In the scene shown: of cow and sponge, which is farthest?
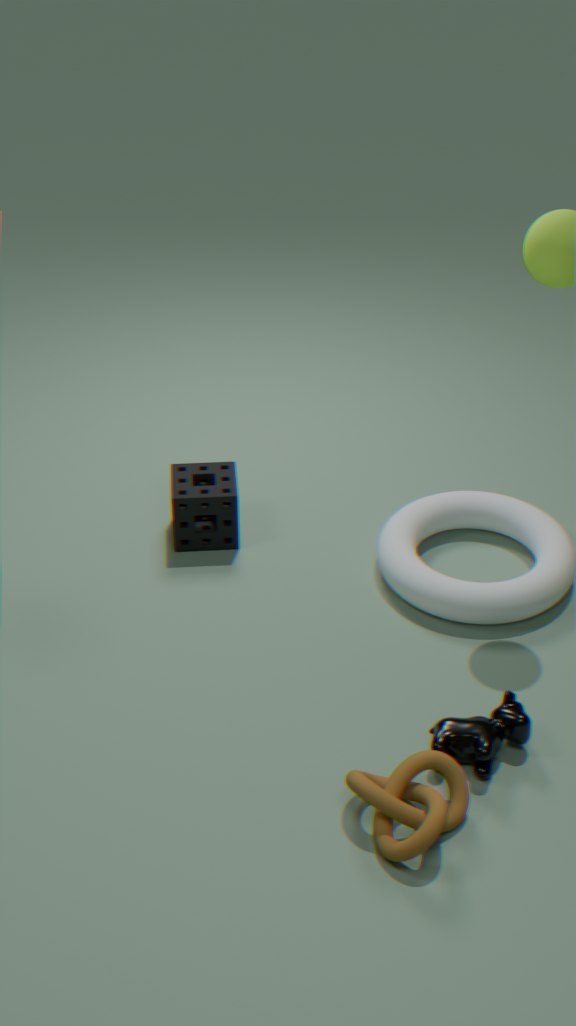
Answer: sponge
